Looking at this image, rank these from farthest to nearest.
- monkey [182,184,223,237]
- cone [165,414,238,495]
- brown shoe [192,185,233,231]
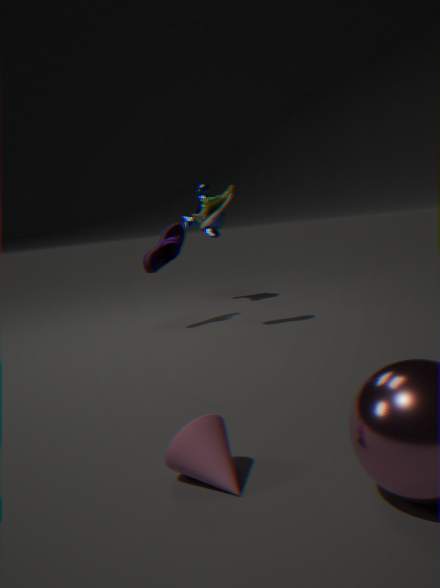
1. monkey [182,184,223,237]
2. brown shoe [192,185,233,231]
3. cone [165,414,238,495]
